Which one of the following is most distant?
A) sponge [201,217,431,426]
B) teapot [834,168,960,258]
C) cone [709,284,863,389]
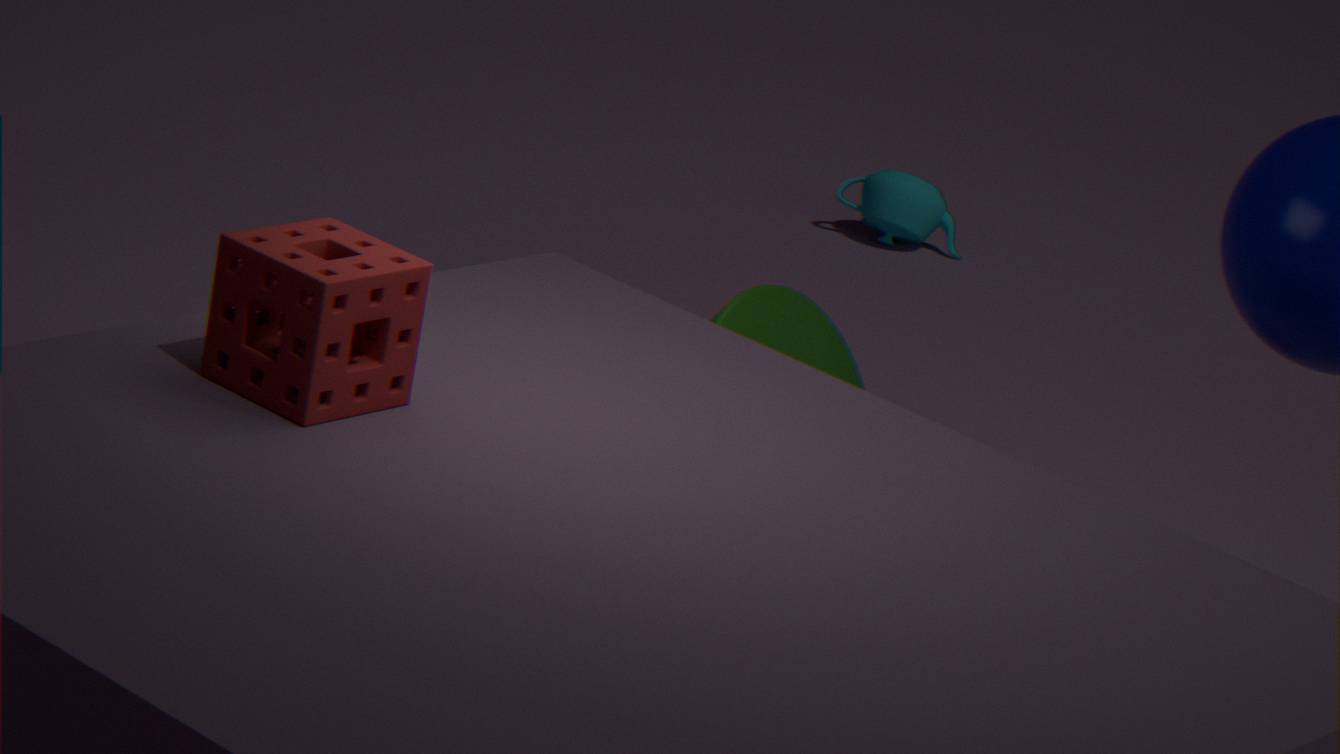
teapot [834,168,960,258]
